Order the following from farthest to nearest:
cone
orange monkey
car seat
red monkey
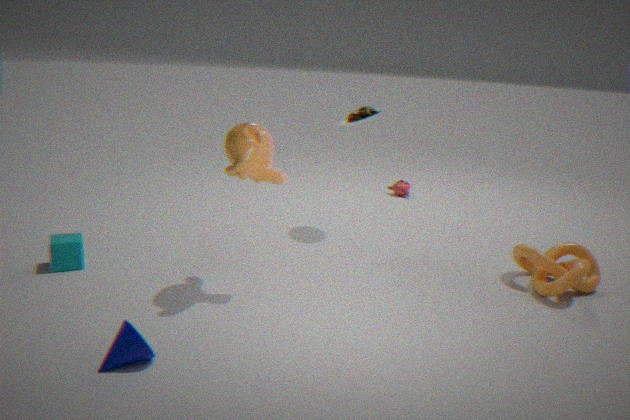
red monkey
car seat
orange monkey
cone
